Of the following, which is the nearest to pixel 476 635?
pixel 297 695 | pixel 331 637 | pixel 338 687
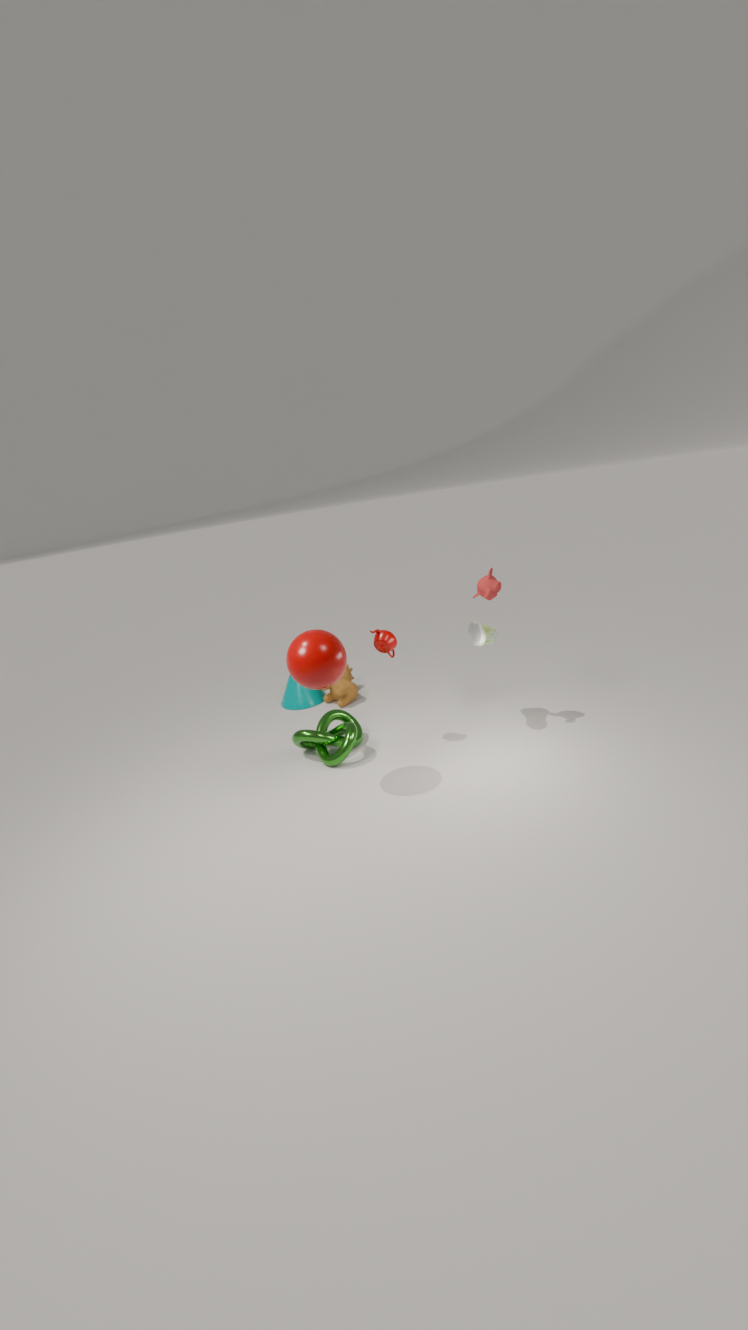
pixel 331 637
